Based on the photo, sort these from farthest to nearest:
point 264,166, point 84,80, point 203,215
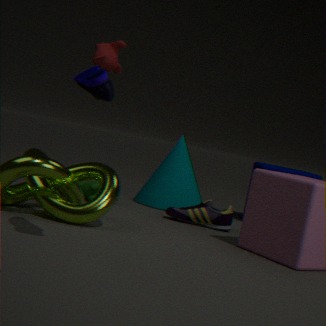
1. point 264,166
2. point 203,215
3. point 84,80
